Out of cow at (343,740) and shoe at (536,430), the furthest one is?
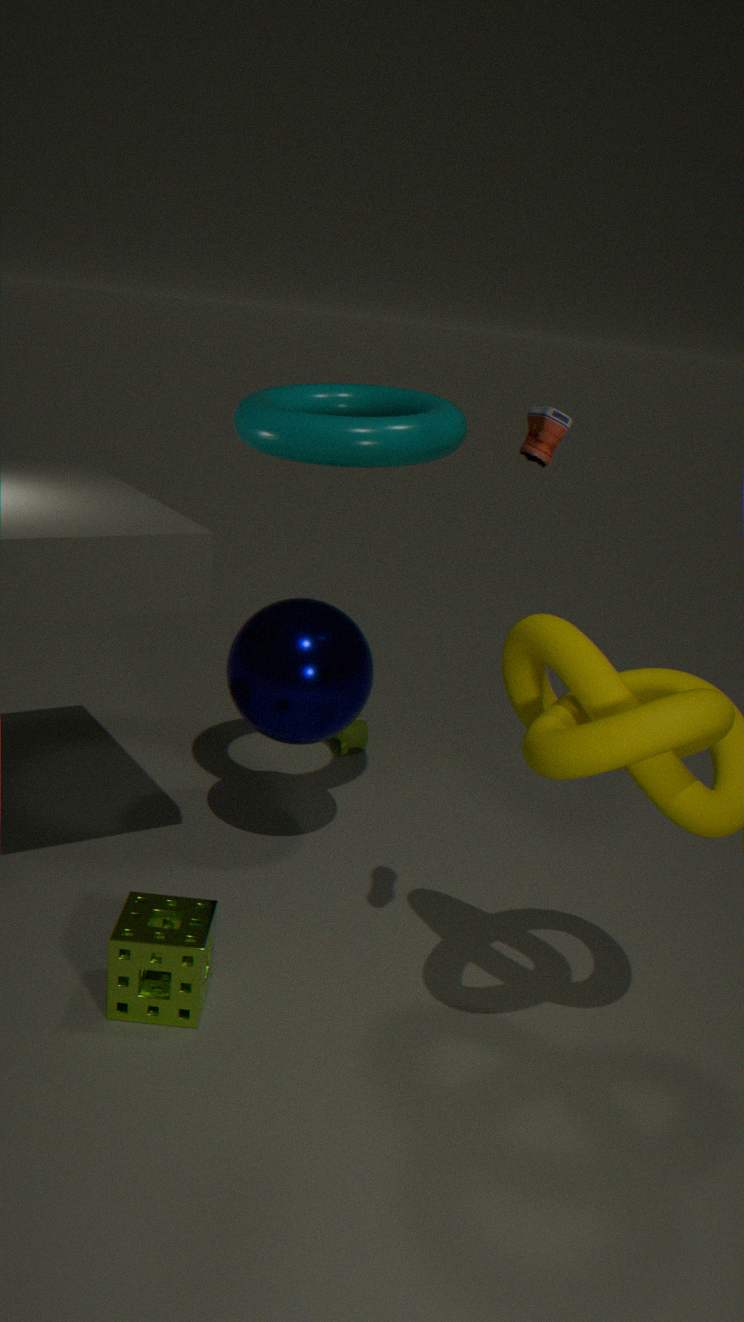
cow at (343,740)
